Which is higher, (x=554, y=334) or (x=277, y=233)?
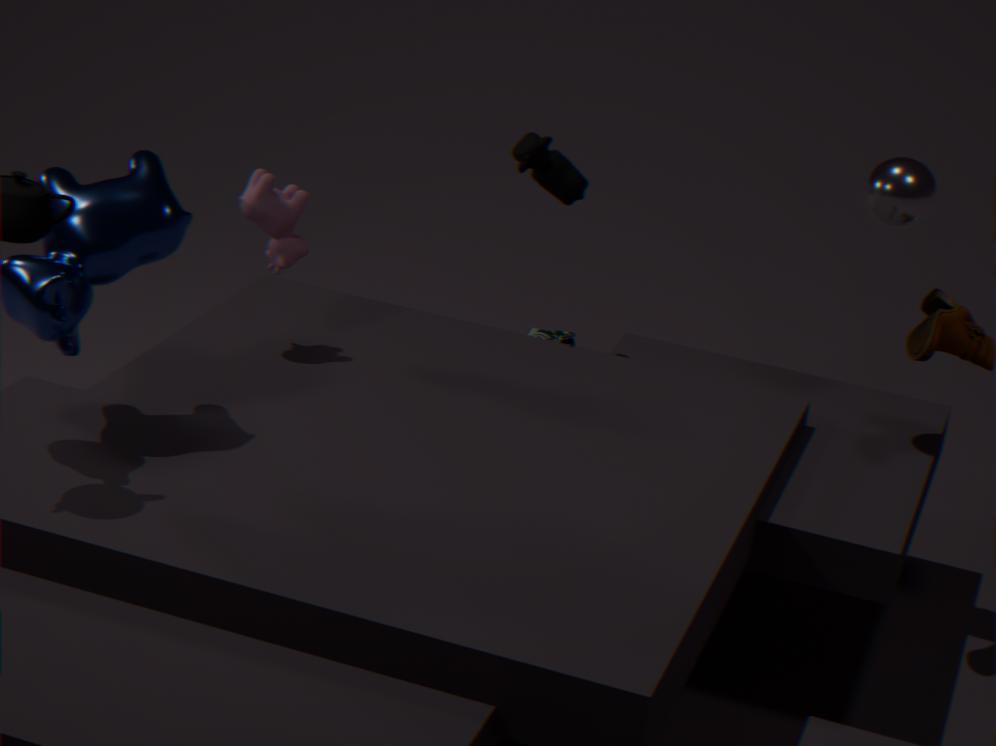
(x=277, y=233)
